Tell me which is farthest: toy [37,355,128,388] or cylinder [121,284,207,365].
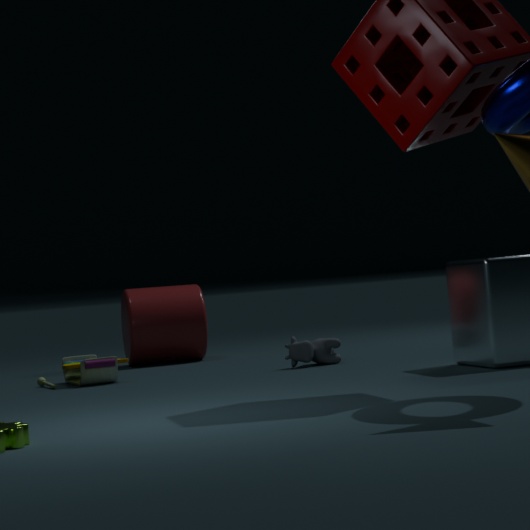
cylinder [121,284,207,365]
